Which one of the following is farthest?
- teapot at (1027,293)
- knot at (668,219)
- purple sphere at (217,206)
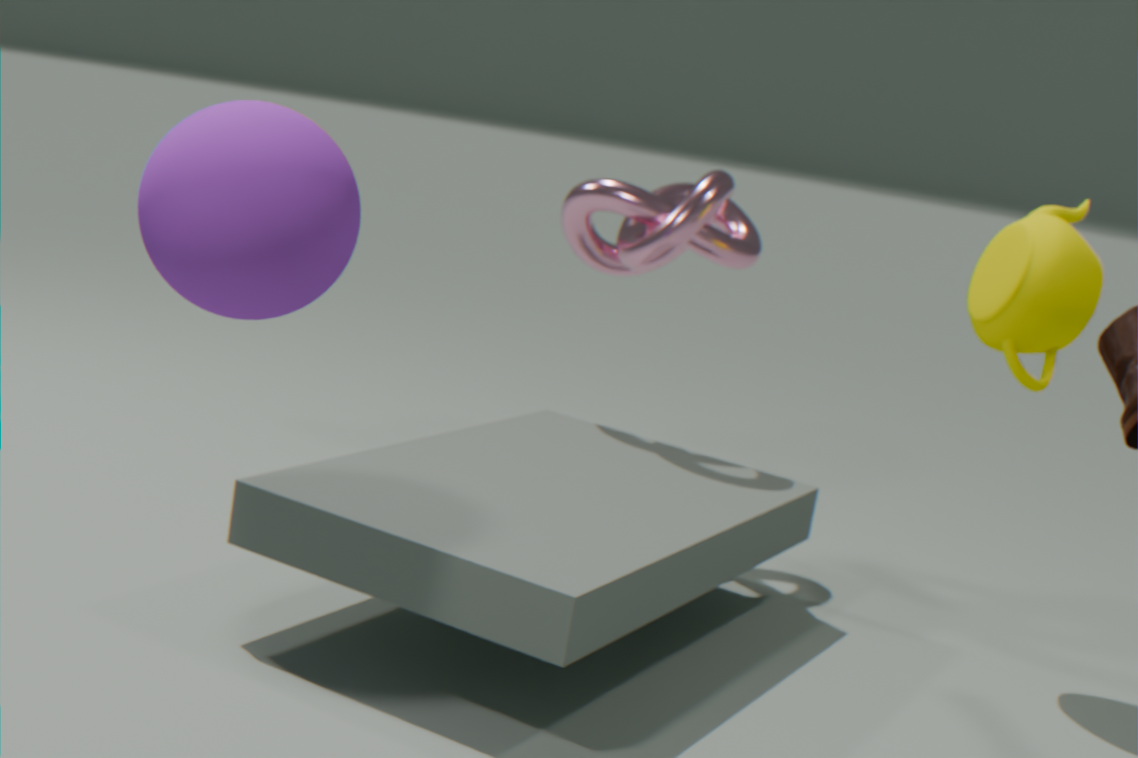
knot at (668,219)
